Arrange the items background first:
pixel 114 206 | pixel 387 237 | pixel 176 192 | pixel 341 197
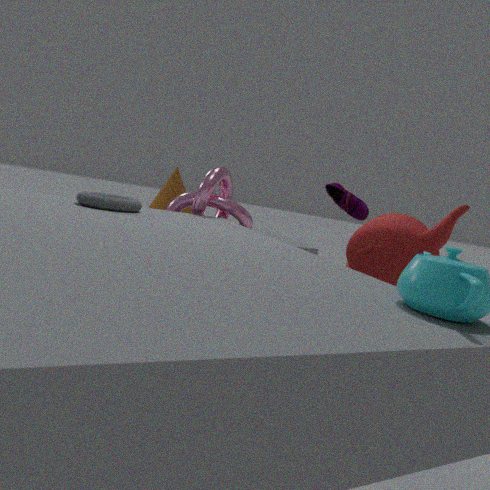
pixel 176 192 < pixel 341 197 < pixel 114 206 < pixel 387 237
